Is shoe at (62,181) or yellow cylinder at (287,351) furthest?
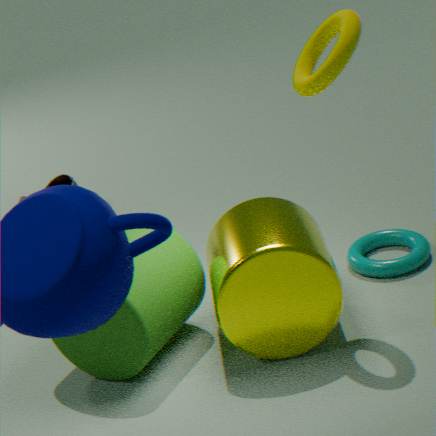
shoe at (62,181)
